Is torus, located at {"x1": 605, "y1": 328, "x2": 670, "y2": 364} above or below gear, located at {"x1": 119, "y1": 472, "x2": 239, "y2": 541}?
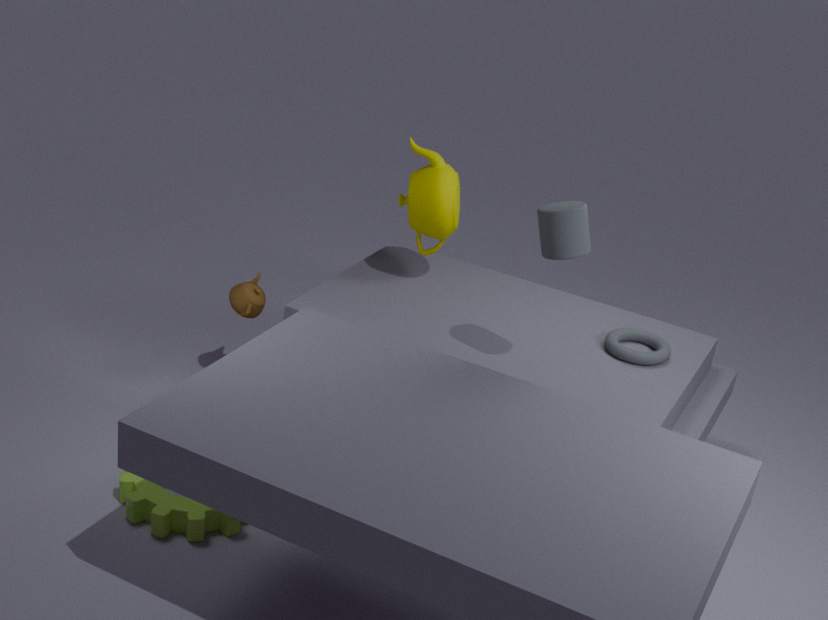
above
